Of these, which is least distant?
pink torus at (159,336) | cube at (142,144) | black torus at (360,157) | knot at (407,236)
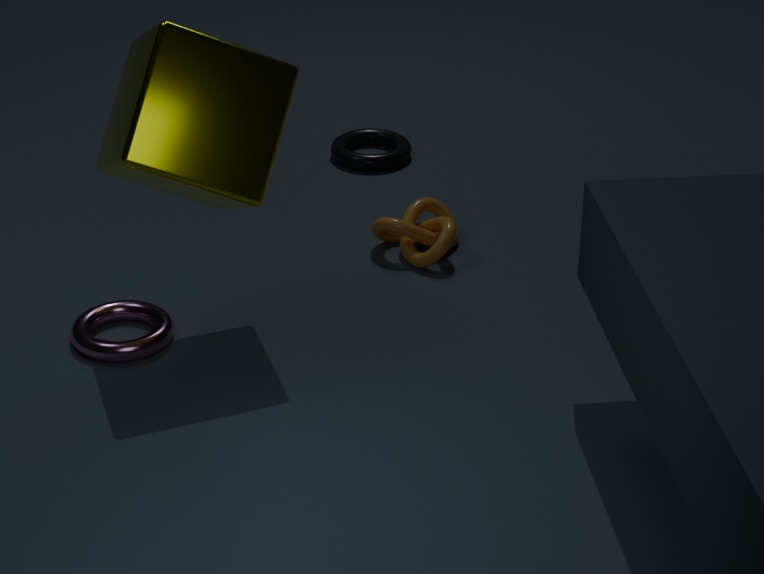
cube at (142,144)
